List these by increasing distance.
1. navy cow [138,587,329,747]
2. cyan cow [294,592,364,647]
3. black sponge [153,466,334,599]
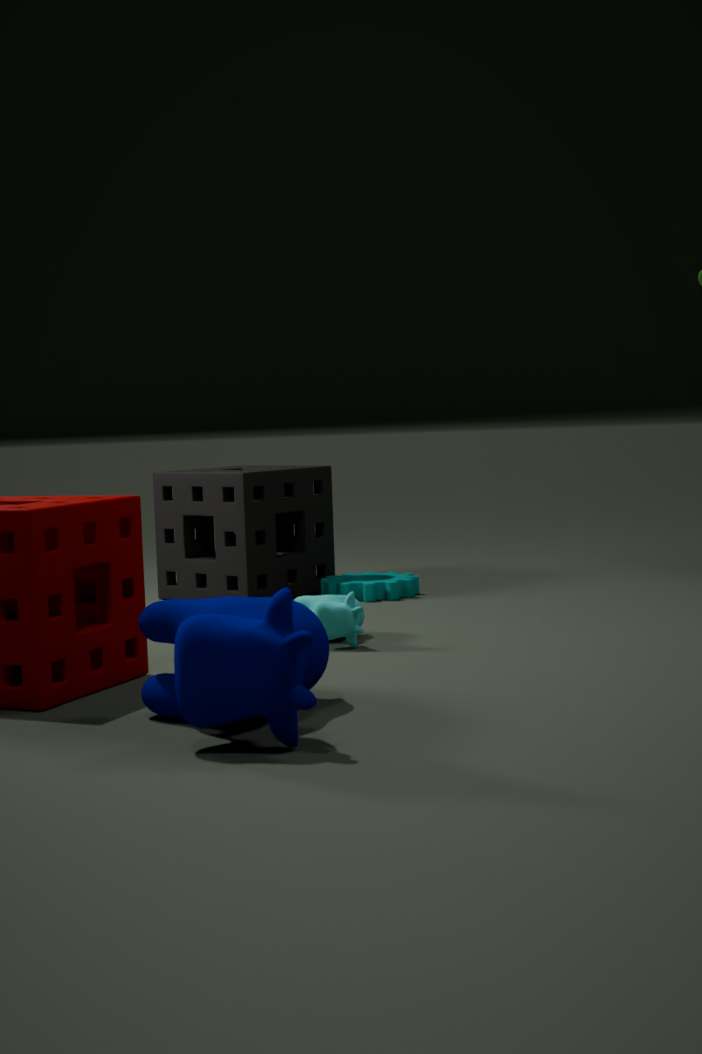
navy cow [138,587,329,747] < cyan cow [294,592,364,647] < black sponge [153,466,334,599]
